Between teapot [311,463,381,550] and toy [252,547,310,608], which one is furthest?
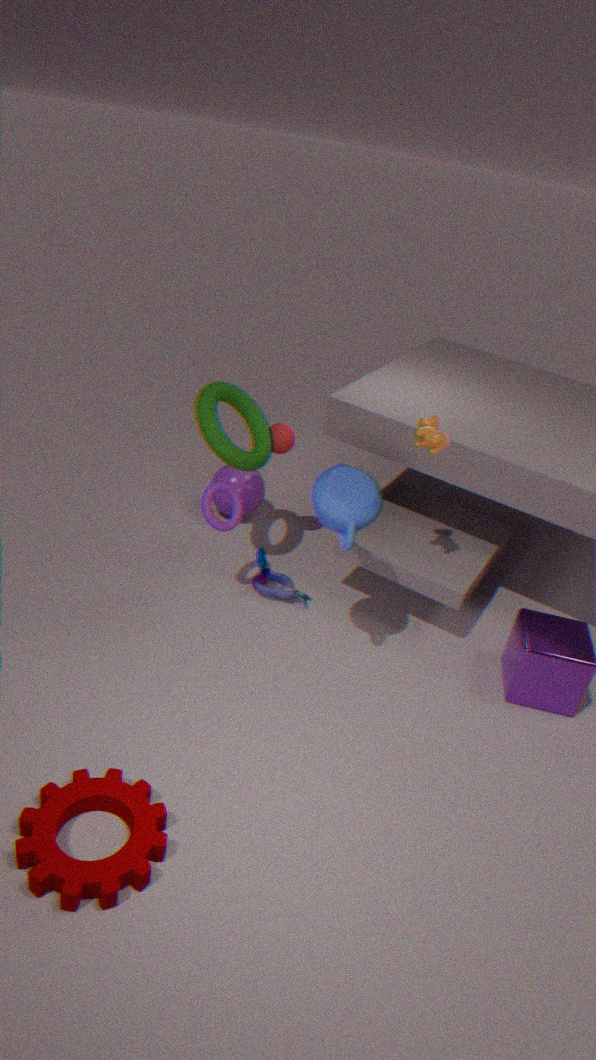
toy [252,547,310,608]
